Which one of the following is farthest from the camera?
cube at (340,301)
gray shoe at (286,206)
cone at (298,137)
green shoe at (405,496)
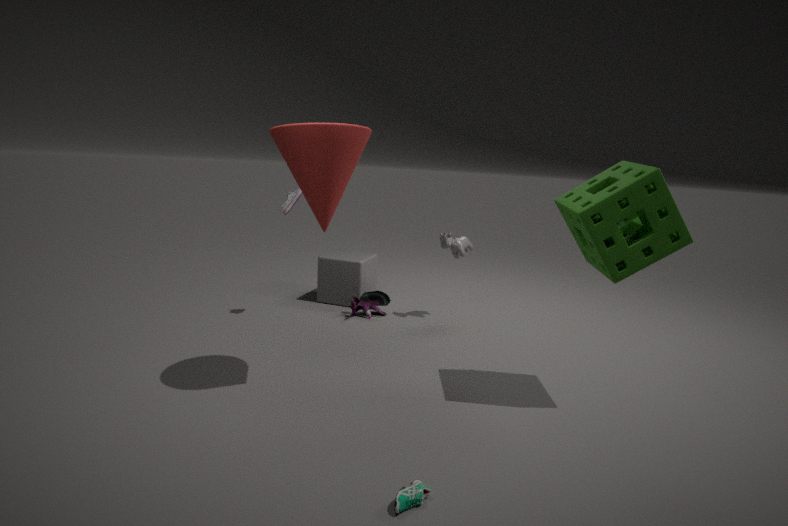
cube at (340,301)
